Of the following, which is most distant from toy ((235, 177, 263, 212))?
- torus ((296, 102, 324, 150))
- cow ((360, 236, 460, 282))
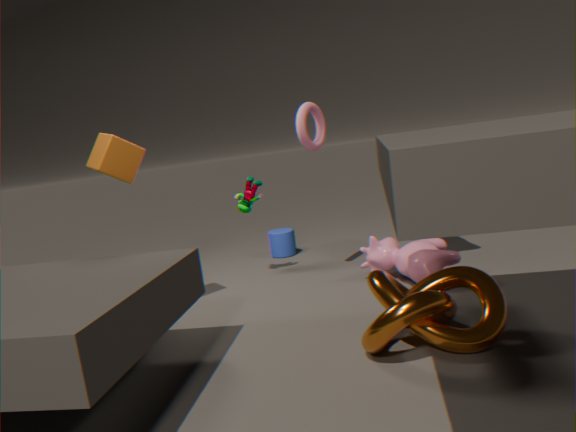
cow ((360, 236, 460, 282))
